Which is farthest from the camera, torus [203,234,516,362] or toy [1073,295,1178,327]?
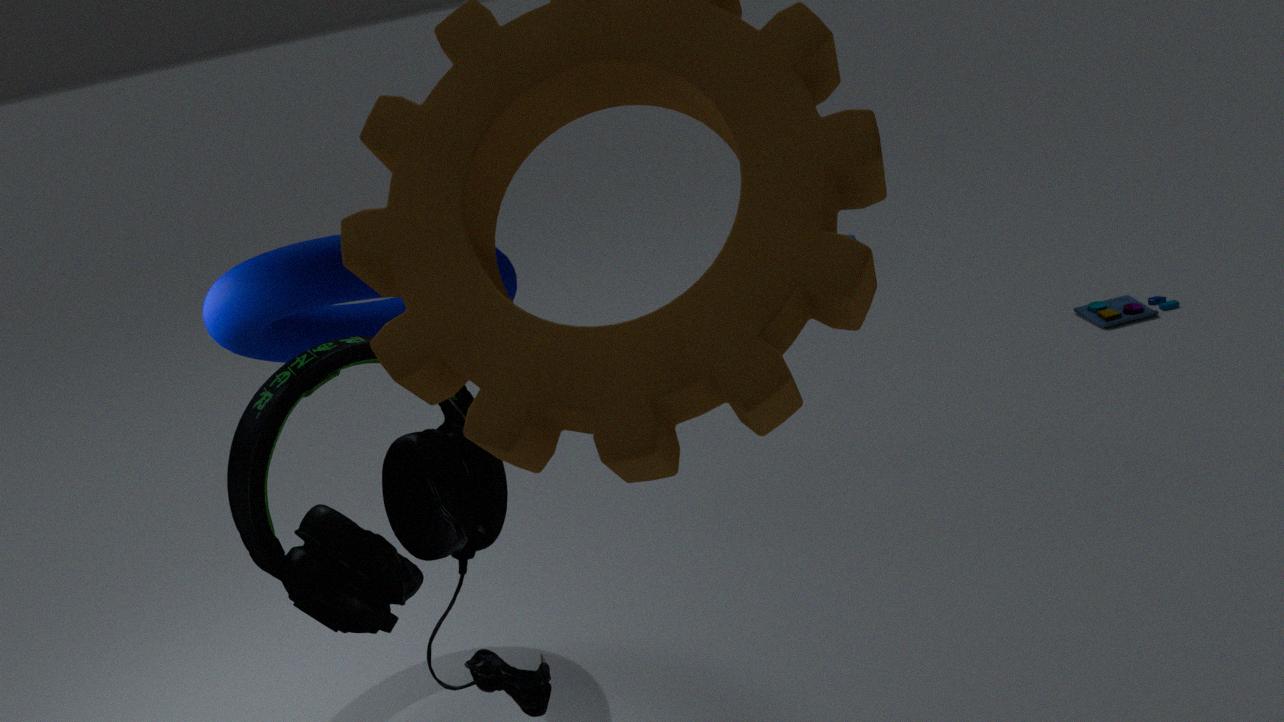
toy [1073,295,1178,327]
